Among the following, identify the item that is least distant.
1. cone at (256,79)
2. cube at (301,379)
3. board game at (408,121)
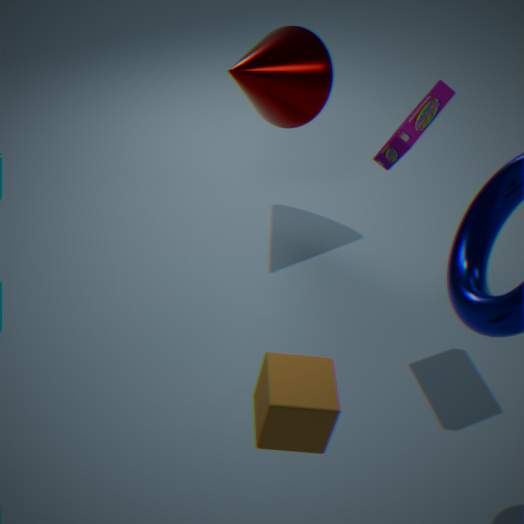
cube at (301,379)
